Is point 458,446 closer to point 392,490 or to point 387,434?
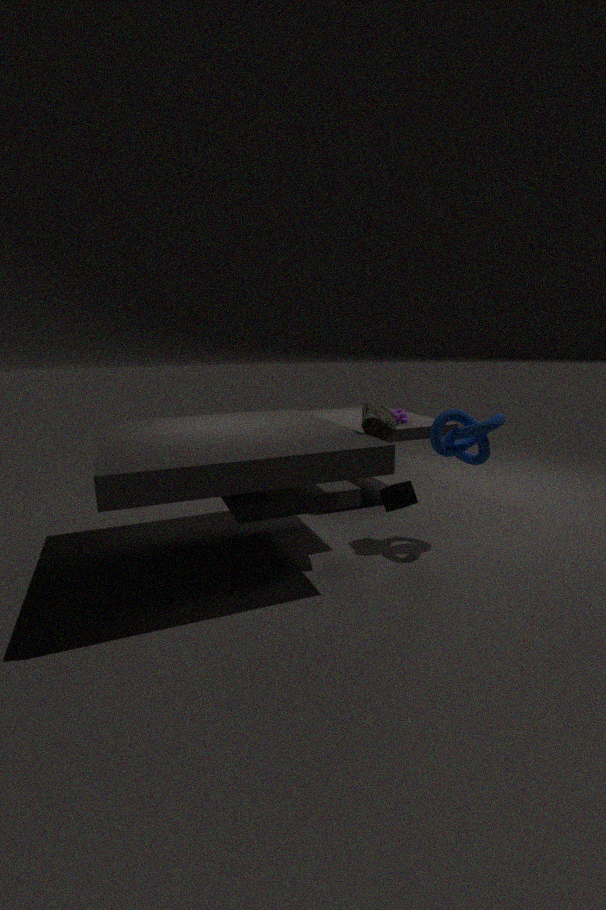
point 392,490
